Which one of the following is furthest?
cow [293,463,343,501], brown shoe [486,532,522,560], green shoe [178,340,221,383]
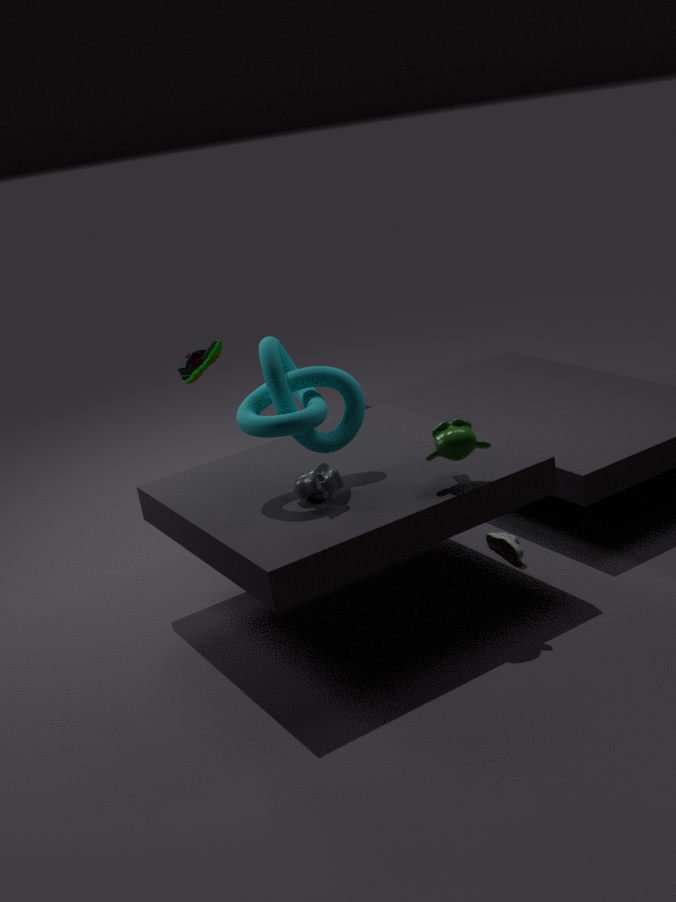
green shoe [178,340,221,383]
